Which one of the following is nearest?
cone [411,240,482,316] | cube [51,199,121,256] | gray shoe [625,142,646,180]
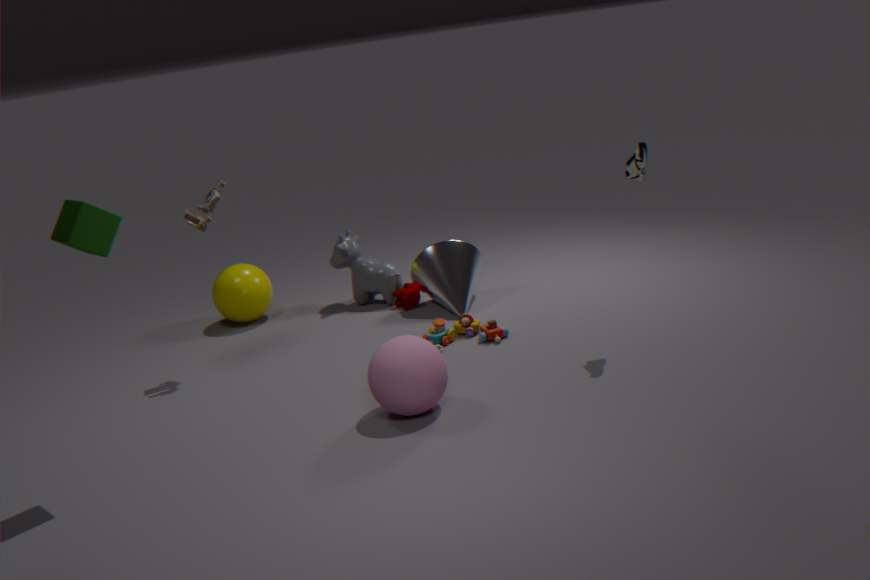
cube [51,199,121,256]
